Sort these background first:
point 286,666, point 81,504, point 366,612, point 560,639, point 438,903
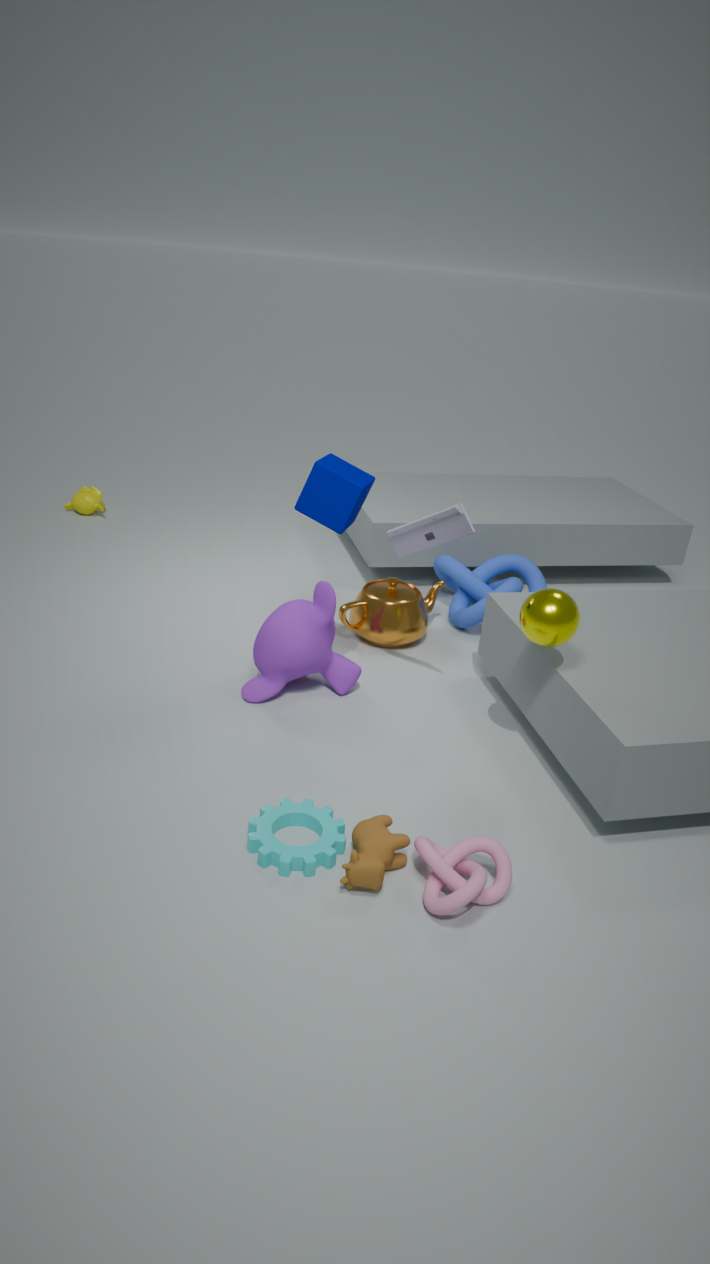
point 81,504 → point 366,612 → point 286,666 → point 560,639 → point 438,903
